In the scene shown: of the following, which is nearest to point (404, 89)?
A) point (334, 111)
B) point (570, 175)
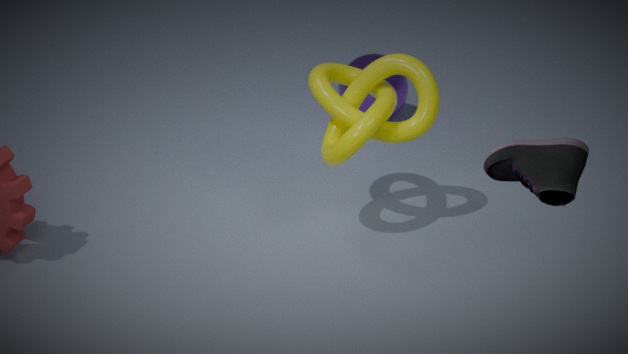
point (334, 111)
